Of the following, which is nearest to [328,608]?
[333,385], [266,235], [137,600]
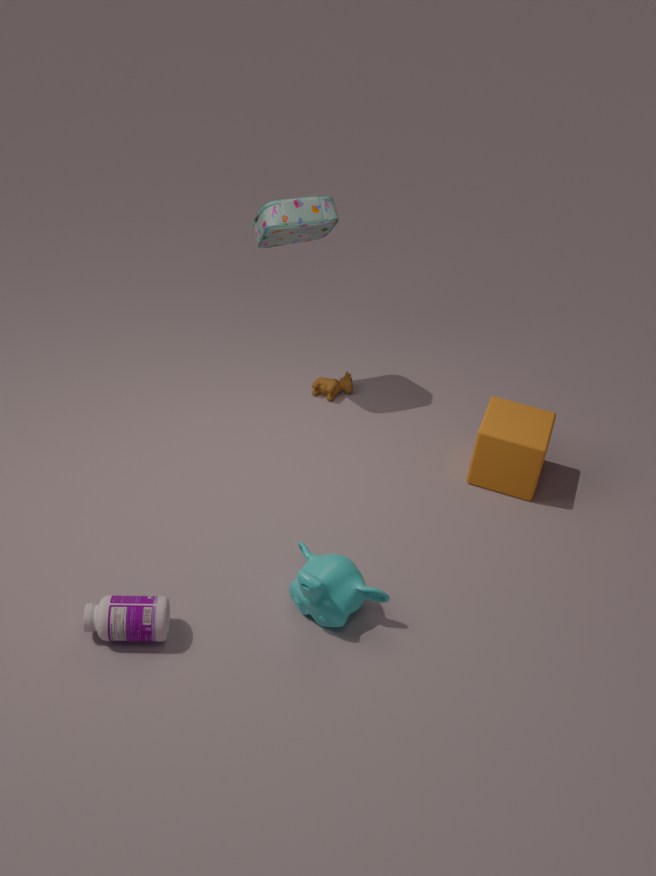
[137,600]
